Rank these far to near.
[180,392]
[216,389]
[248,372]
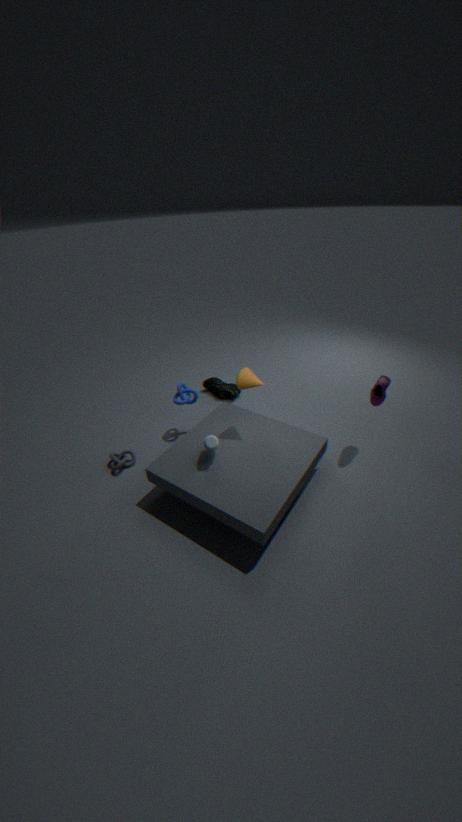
[216,389] < [180,392] < [248,372]
